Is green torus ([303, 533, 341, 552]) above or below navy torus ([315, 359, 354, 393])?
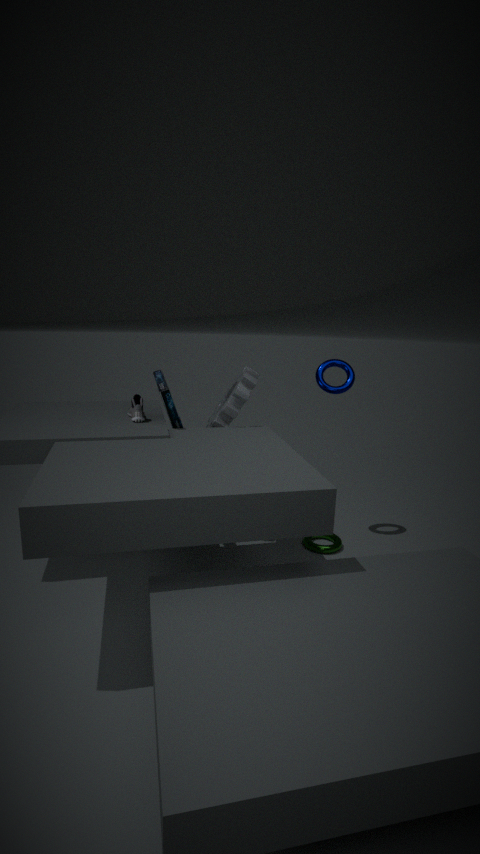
below
